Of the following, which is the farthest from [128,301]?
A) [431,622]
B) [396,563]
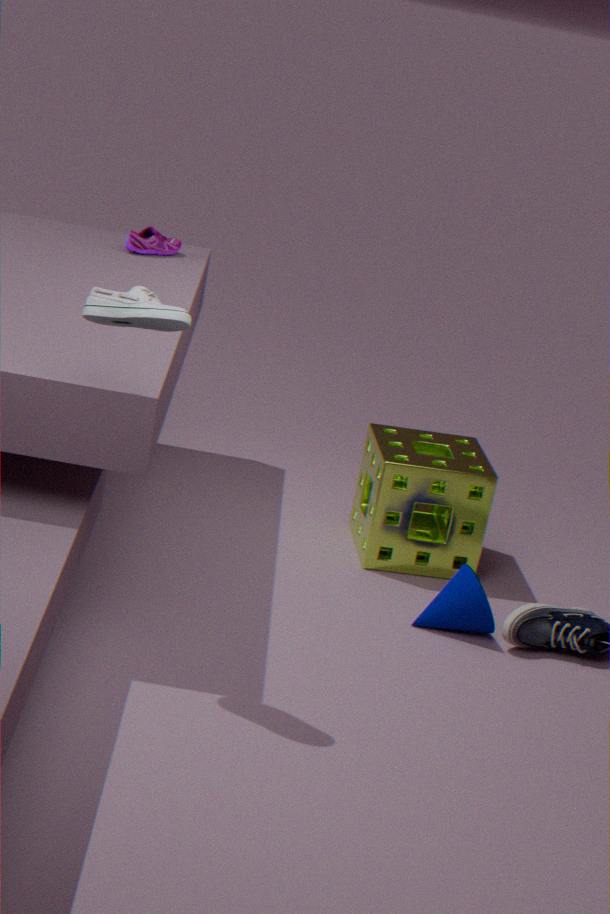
Result: [396,563]
